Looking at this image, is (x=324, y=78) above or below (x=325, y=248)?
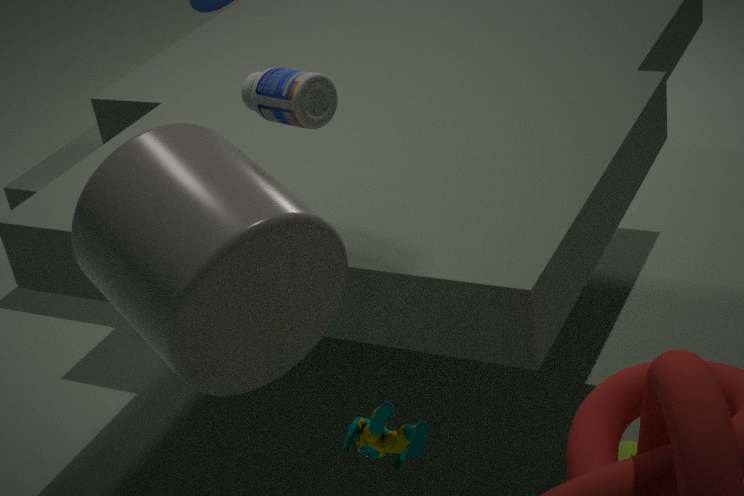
above
